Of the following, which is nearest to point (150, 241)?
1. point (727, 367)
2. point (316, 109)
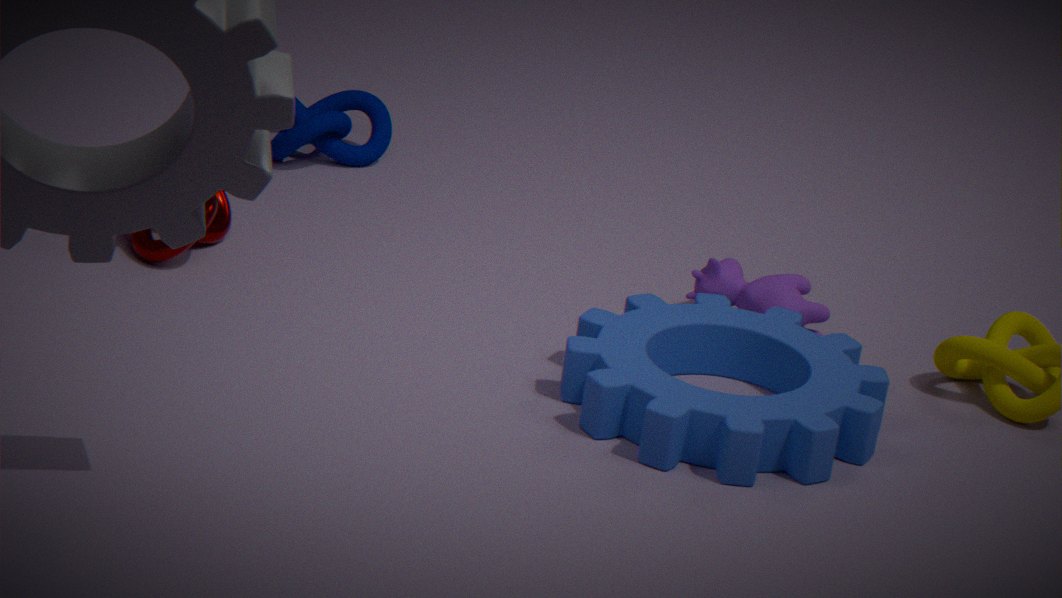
point (316, 109)
